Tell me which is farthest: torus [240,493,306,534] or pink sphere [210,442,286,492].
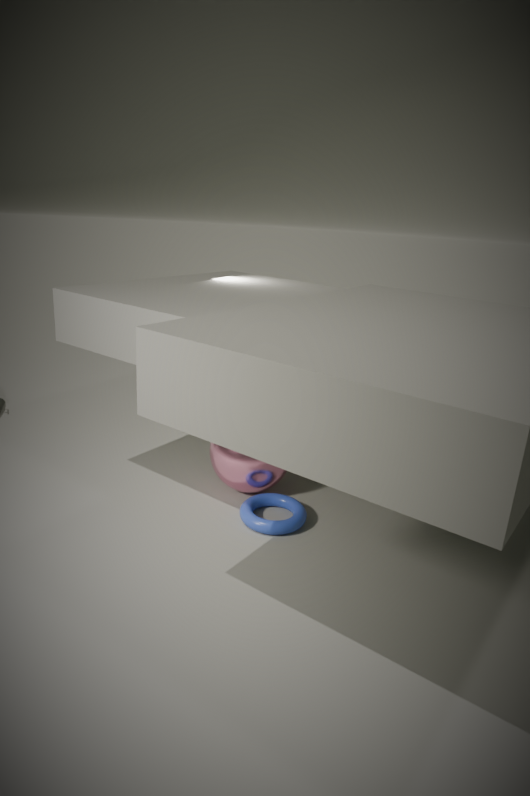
pink sphere [210,442,286,492]
